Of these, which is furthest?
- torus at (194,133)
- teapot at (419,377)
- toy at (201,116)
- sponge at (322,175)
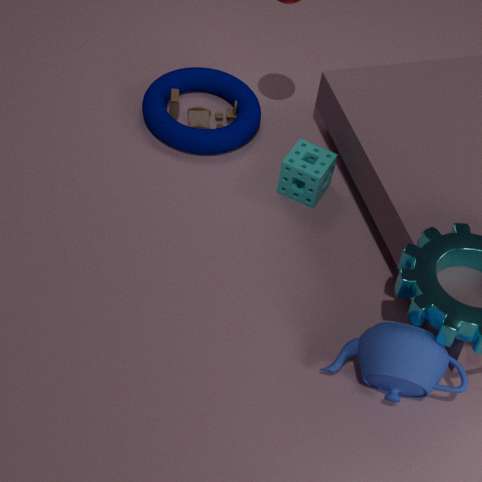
Answer: toy at (201,116)
